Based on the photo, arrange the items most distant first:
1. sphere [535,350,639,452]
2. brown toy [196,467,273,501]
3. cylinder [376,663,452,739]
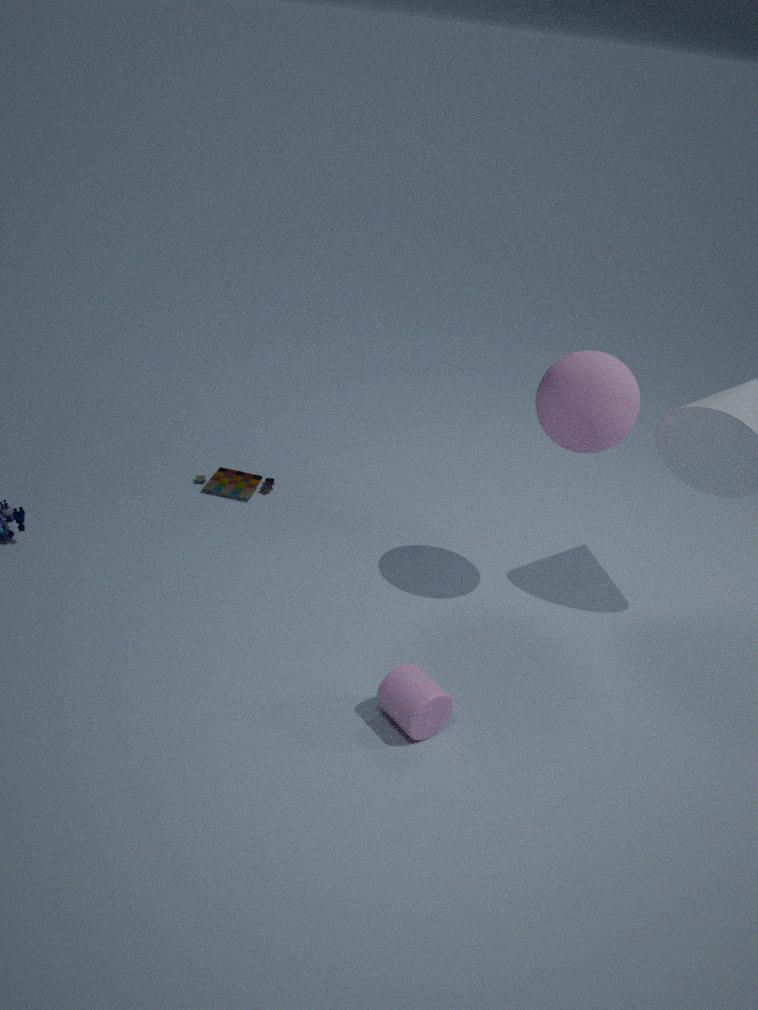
brown toy [196,467,273,501]
sphere [535,350,639,452]
cylinder [376,663,452,739]
